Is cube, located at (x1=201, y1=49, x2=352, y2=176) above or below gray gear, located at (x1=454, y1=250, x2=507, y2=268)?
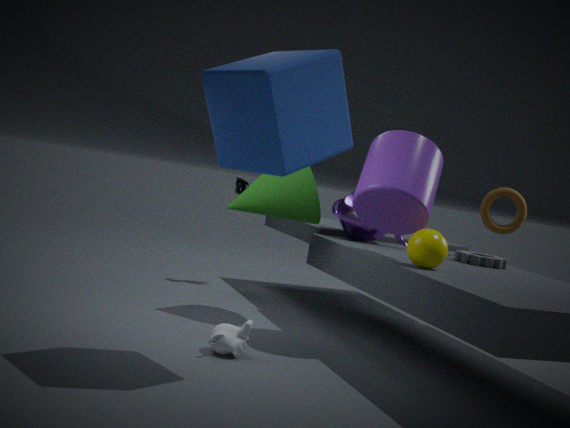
above
